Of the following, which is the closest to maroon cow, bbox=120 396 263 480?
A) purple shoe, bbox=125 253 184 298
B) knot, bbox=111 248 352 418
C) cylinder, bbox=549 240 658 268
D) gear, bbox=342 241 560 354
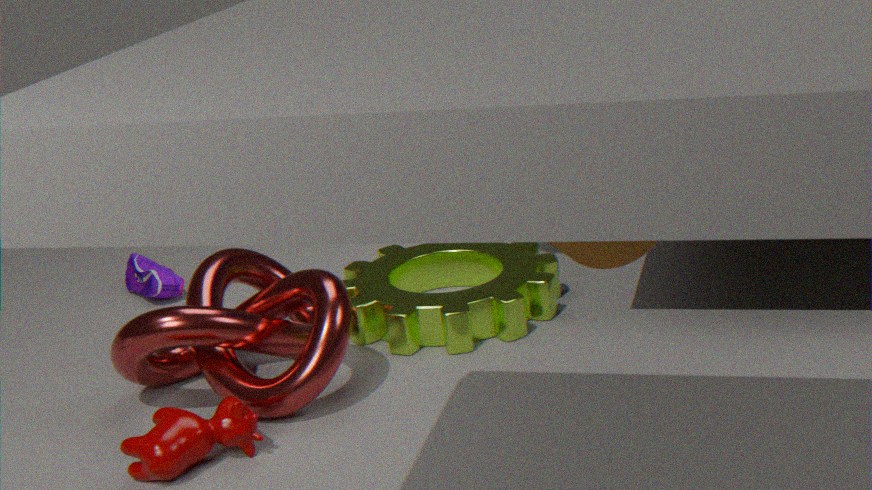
knot, bbox=111 248 352 418
